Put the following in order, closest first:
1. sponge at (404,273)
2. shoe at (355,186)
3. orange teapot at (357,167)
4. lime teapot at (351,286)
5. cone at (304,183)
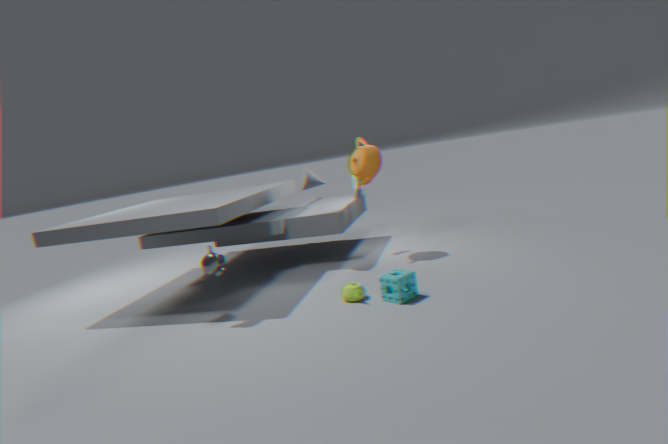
1. sponge at (404,273)
2. lime teapot at (351,286)
3. orange teapot at (357,167)
4. cone at (304,183)
5. shoe at (355,186)
